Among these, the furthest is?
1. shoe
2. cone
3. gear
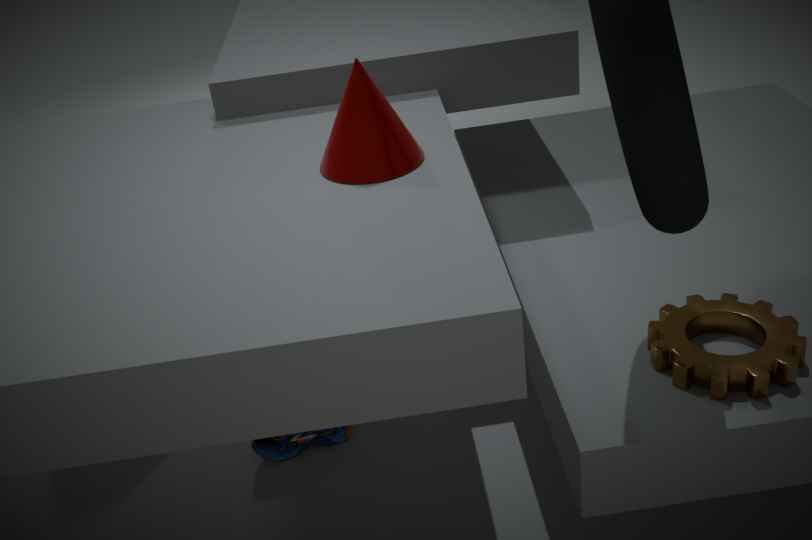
shoe
